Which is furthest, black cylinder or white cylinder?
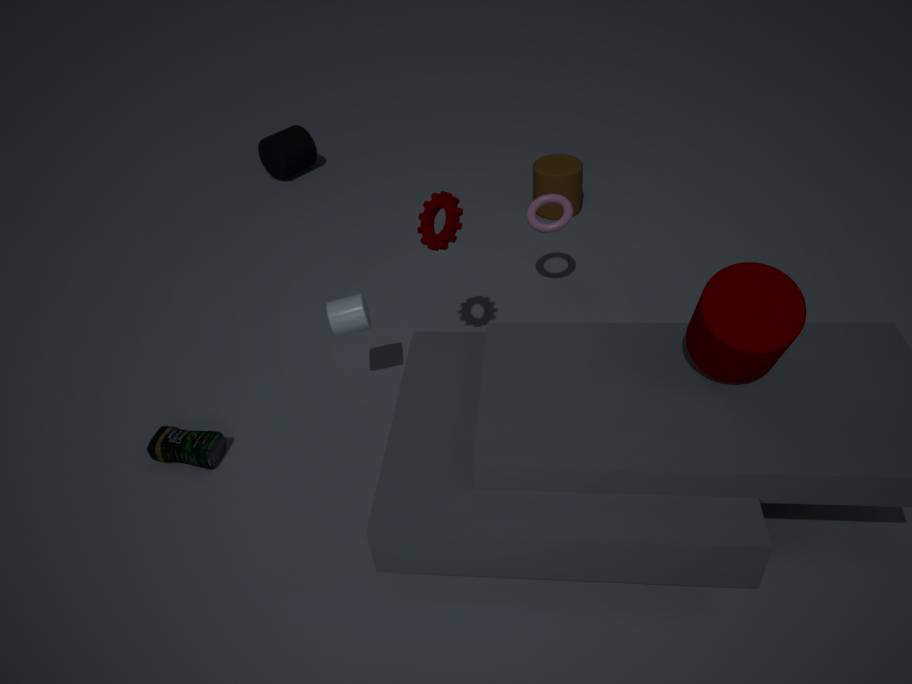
black cylinder
